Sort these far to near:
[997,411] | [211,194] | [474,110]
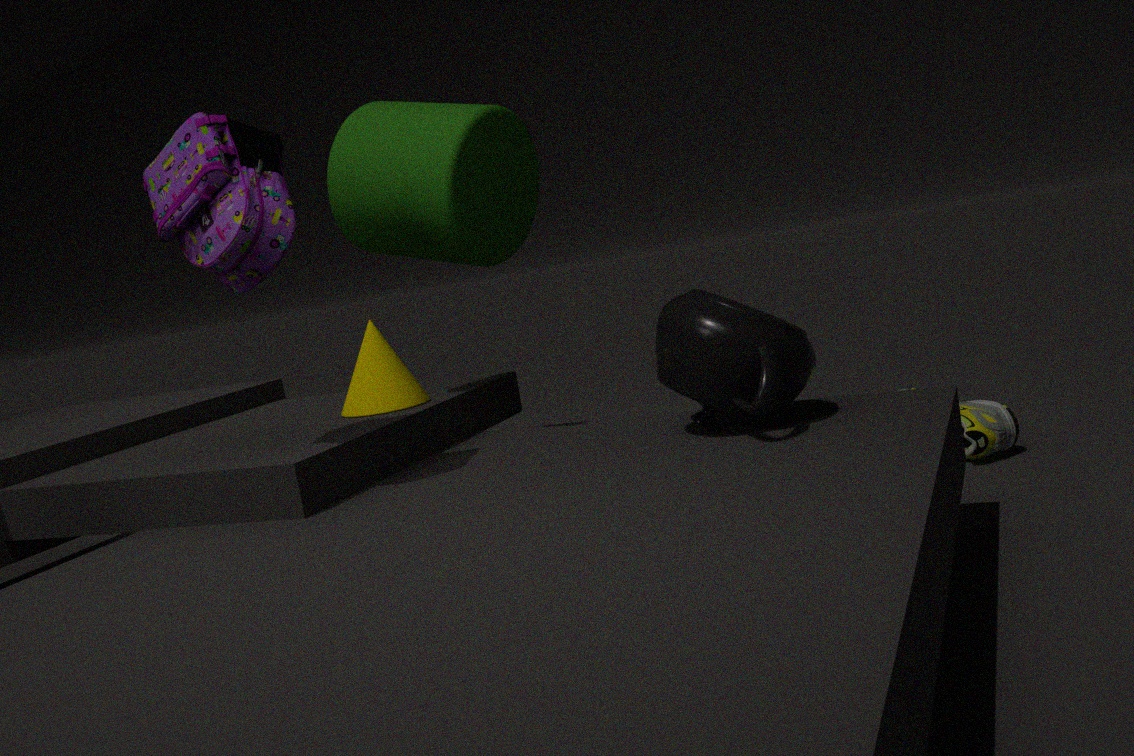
[997,411], [474,110], [211,194]
